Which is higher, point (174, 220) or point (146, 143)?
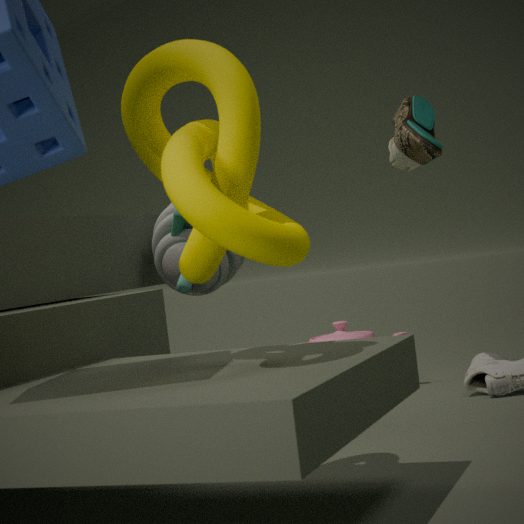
point (146, 143)
